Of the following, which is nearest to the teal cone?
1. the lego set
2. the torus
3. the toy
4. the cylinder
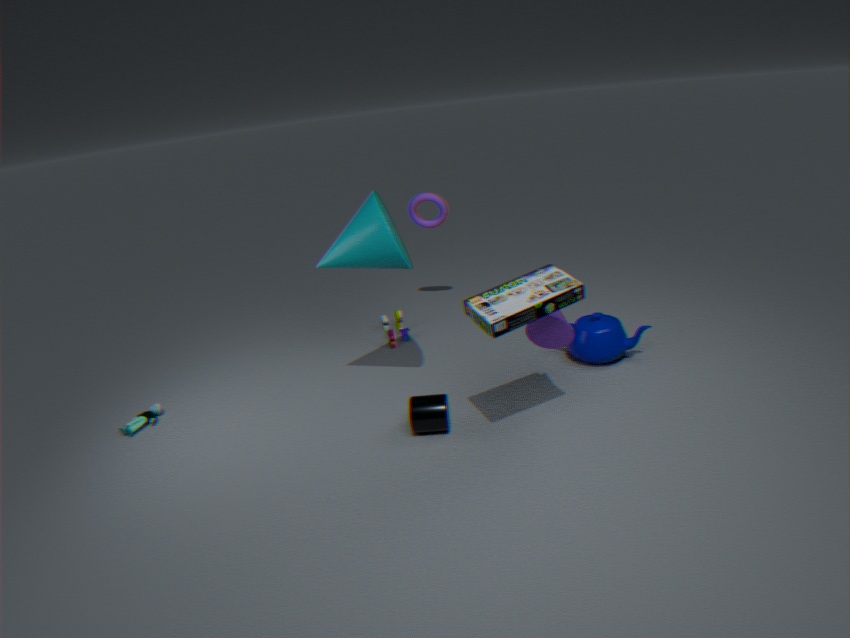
the cylinder
